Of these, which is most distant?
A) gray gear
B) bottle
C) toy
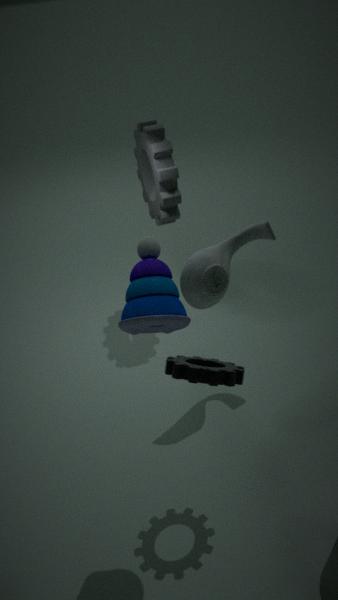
gray gear
